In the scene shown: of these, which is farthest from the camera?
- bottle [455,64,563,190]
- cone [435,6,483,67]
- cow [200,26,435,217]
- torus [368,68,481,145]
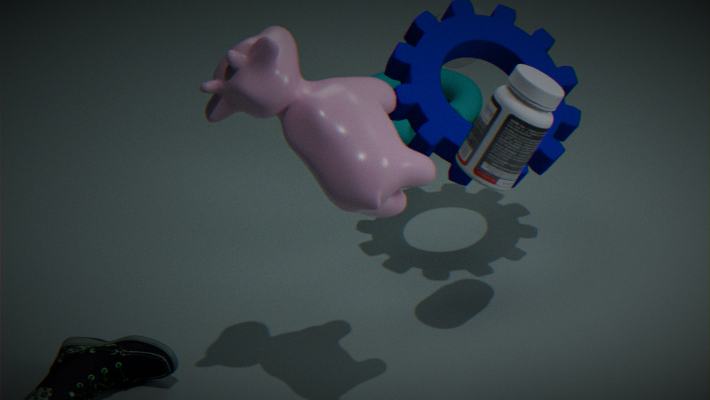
torus [368,68,481,145]
